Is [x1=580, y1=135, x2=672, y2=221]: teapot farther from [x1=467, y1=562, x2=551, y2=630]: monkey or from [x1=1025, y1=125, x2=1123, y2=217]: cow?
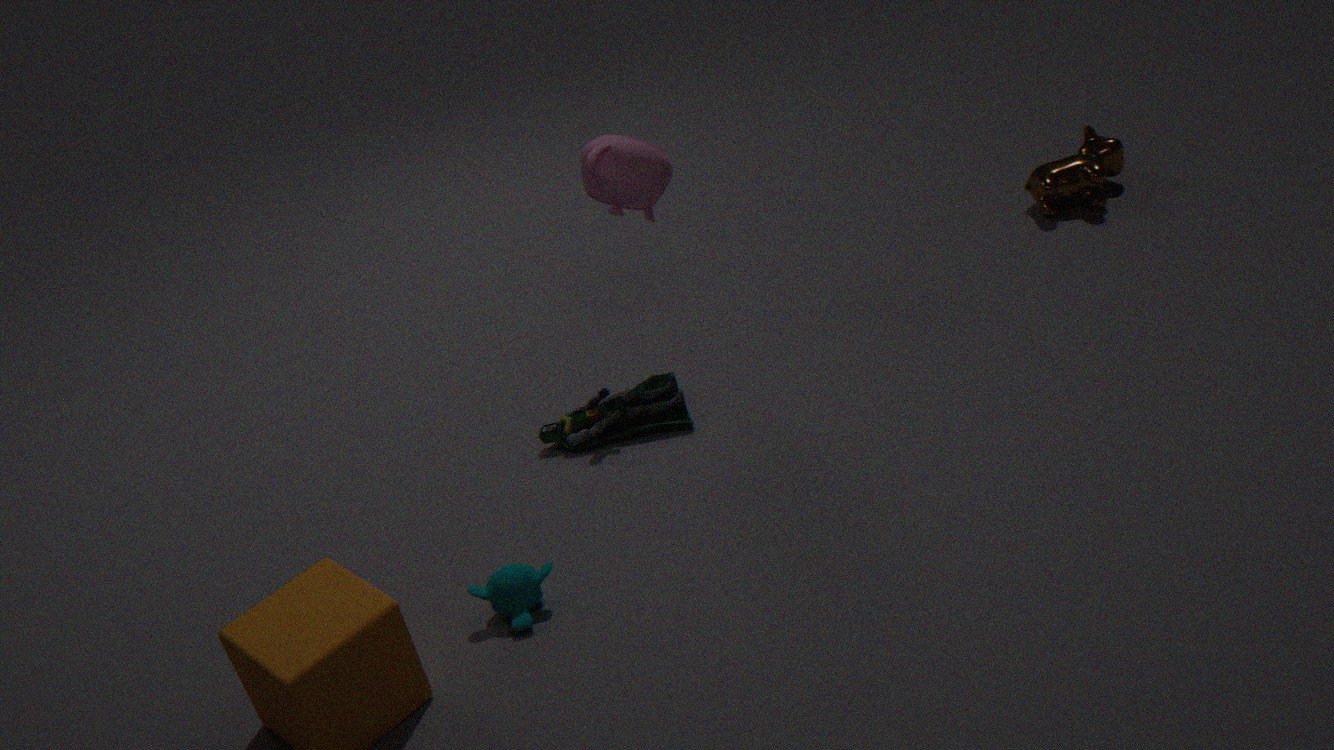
[x1=1025, y1=125, x2=1123, y2=217]: cow
